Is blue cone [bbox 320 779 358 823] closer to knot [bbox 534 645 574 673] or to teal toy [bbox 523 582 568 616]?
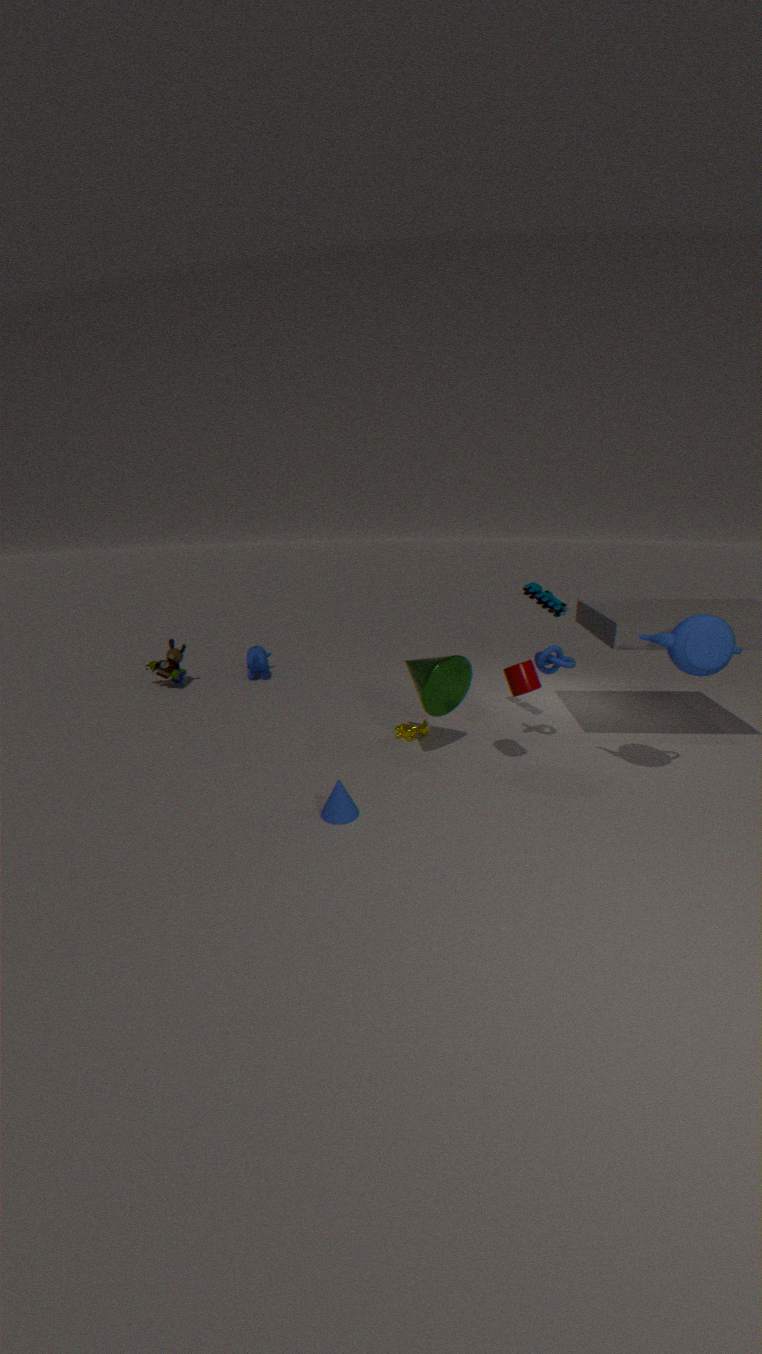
knot [bbox 534 645 574 673]
